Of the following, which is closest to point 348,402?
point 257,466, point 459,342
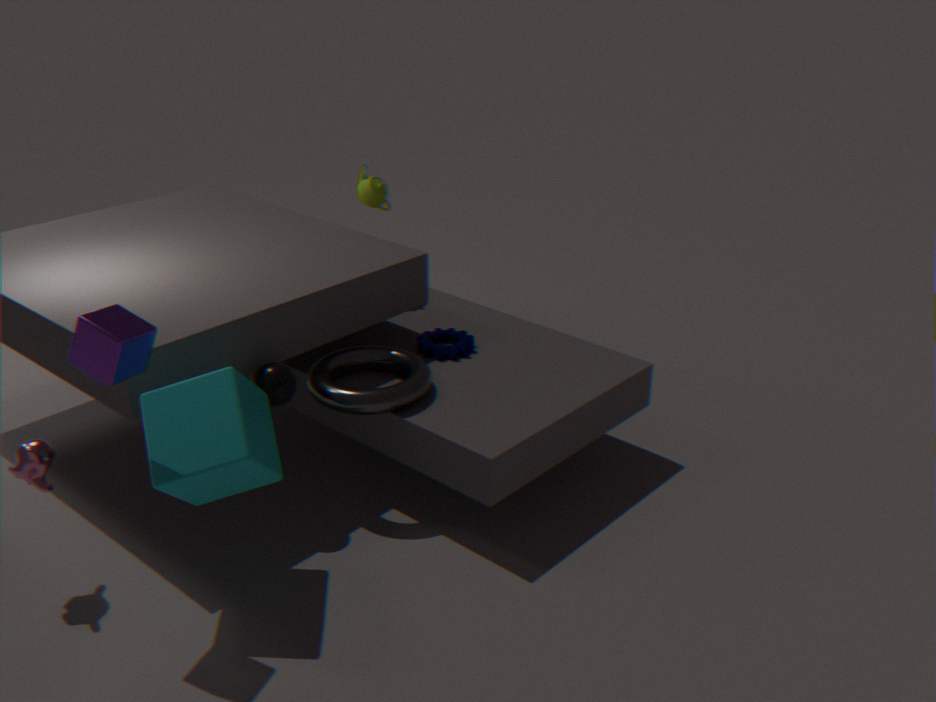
point 459,342
